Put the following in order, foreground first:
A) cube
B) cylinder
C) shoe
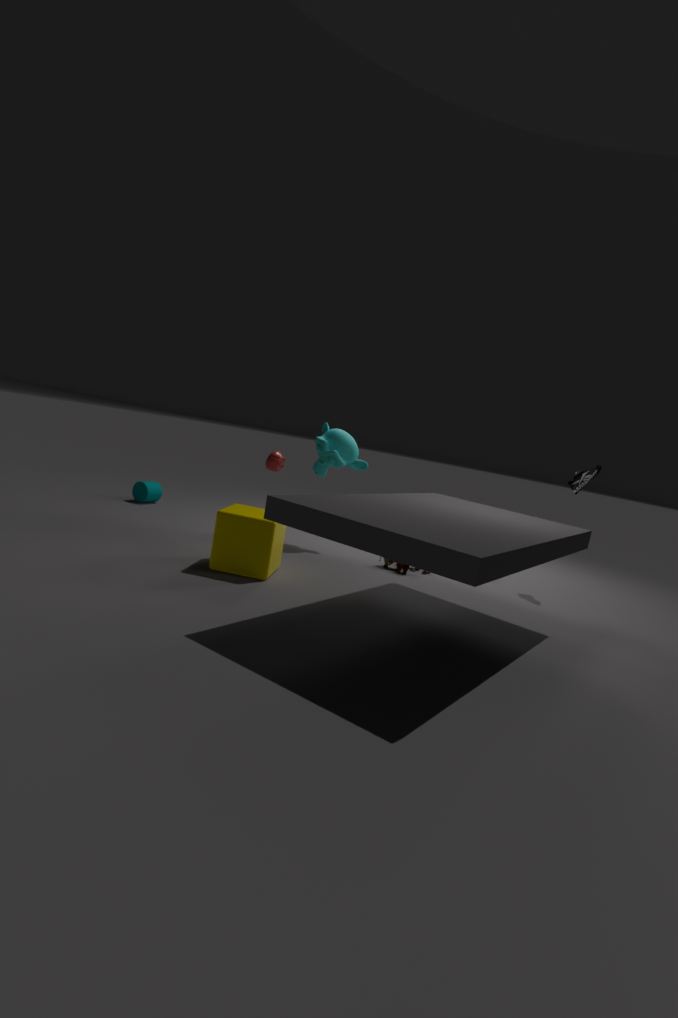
cube < shoe < cylinder
